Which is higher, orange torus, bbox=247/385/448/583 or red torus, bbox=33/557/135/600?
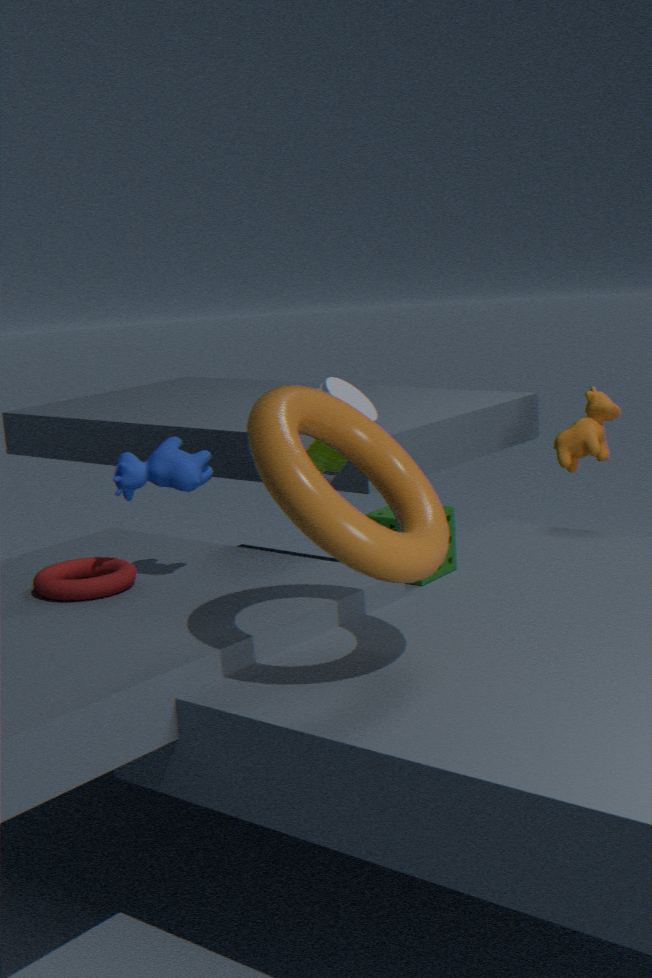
orange torus, bbox=247/385/448/583
